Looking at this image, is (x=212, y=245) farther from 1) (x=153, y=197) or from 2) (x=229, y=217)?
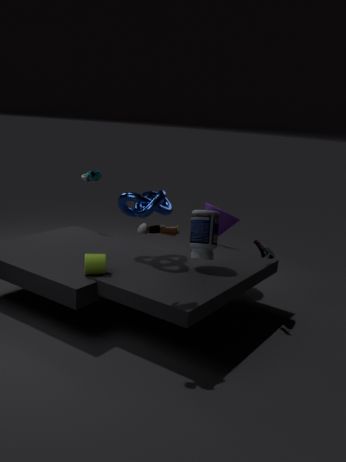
2) (x=229, y=217)
